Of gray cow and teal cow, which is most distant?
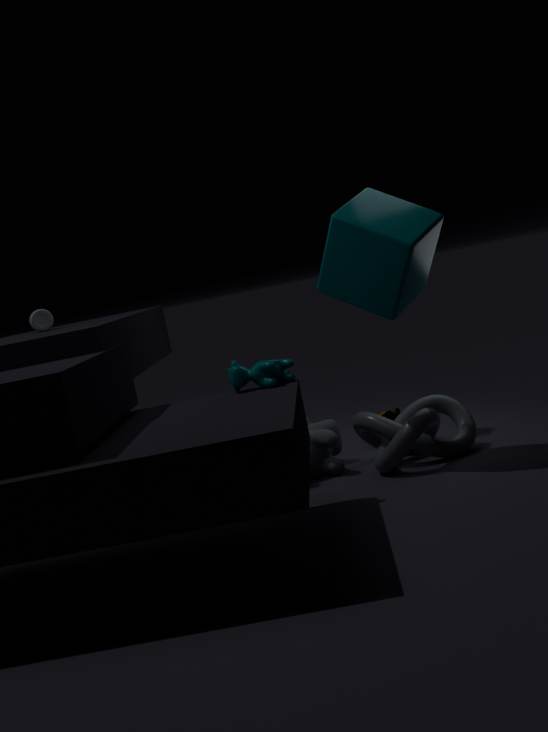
gray cow
